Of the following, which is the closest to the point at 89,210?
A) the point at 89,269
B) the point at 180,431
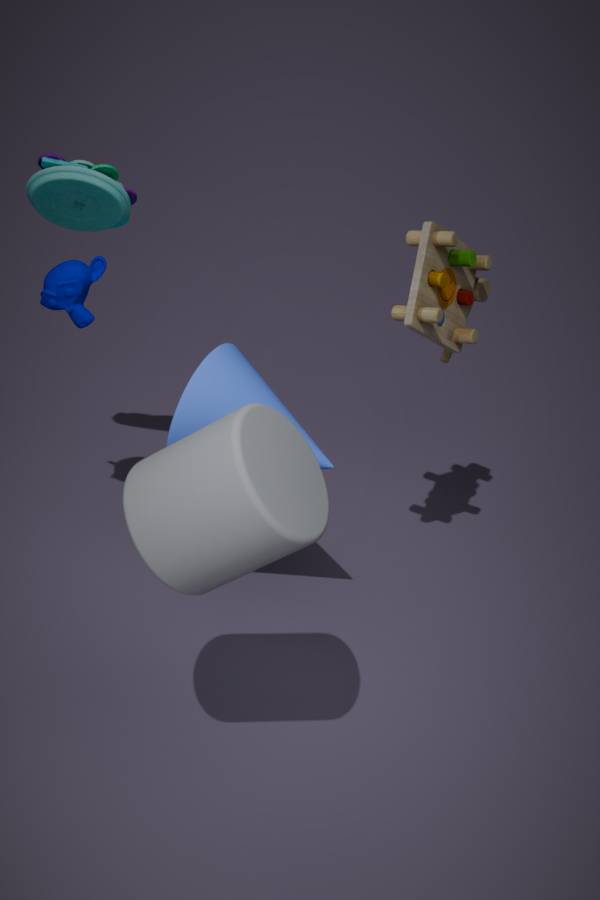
the point at 89,269
